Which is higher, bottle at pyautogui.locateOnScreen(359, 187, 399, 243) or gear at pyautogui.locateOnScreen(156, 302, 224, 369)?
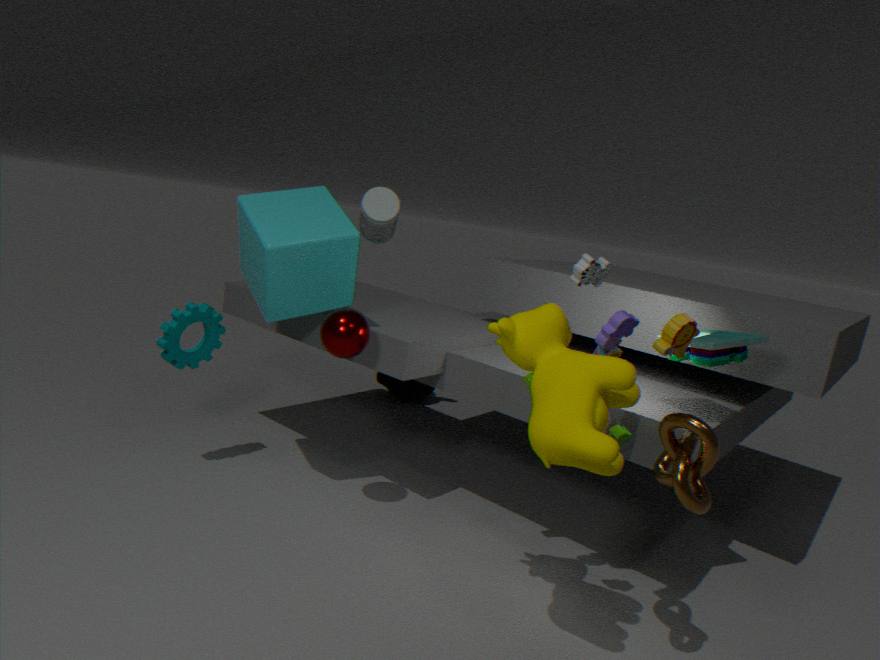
bottle at pyautogui.locateOnScreen(359, 187, 399, 243)
